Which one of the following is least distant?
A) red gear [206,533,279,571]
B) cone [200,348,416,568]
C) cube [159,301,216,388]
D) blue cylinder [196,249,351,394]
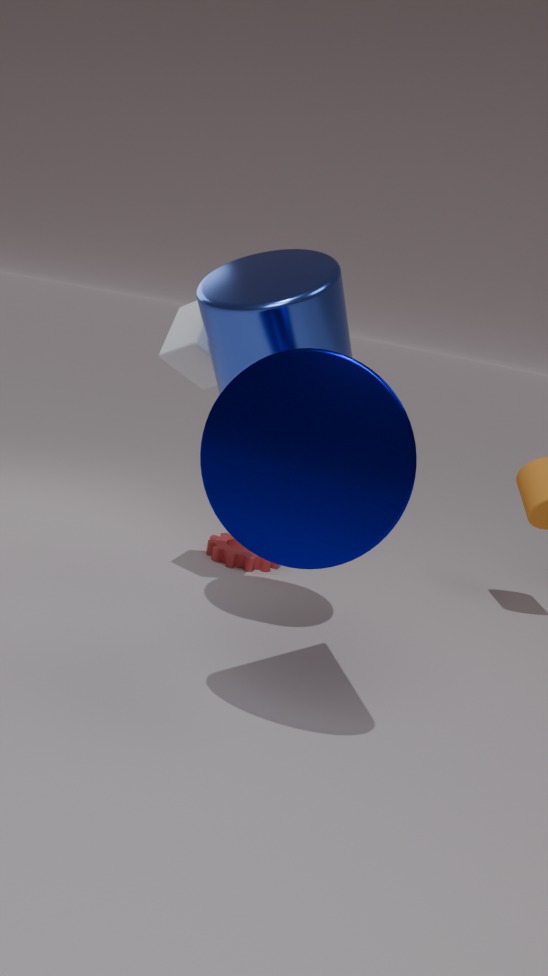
cone [200,348,416,568]
